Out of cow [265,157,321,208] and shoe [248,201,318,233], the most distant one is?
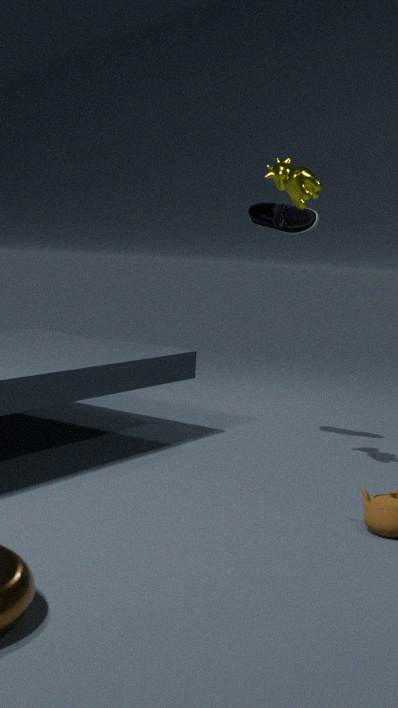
shoe [248,201,318,233]
